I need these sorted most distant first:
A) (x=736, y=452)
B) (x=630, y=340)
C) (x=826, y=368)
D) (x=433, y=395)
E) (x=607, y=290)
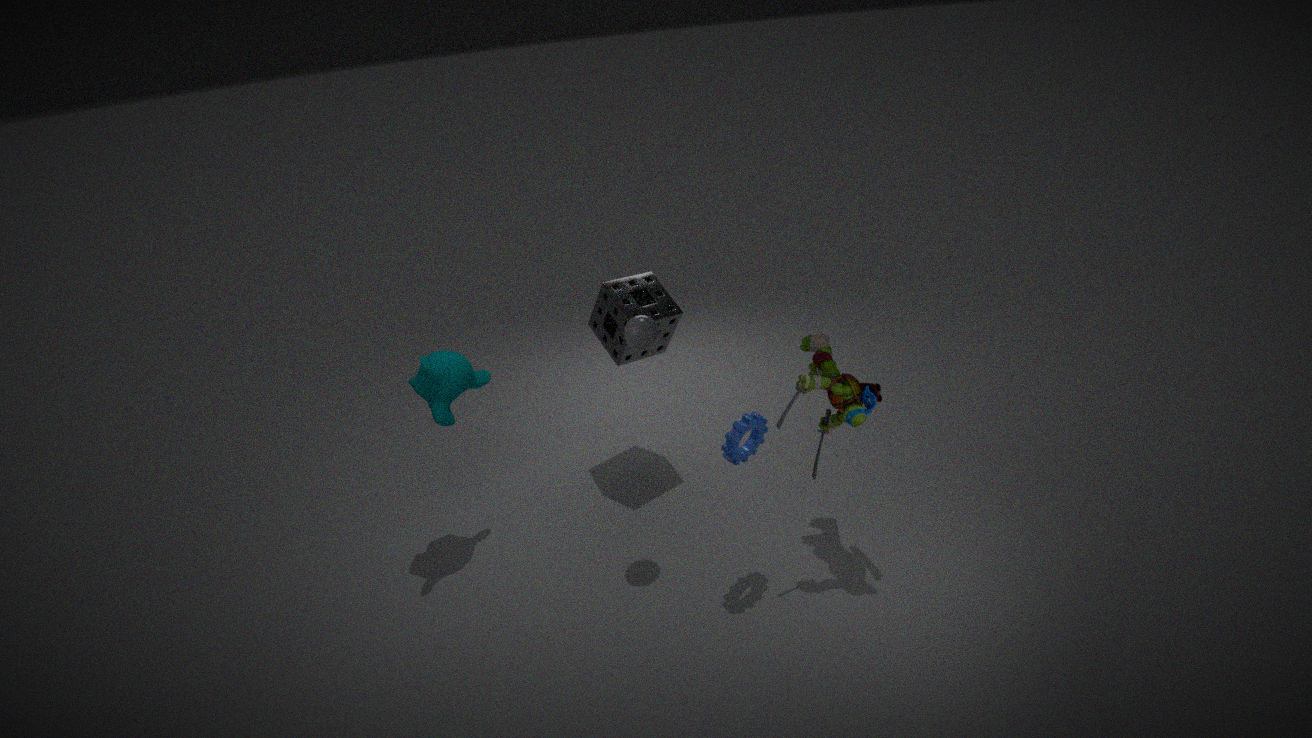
1. (x=607, y=290)
2. (x=433, y=395)
3. (x=630, y=340)
4. (x=826, y=368)
5. (x=736, y=452)
